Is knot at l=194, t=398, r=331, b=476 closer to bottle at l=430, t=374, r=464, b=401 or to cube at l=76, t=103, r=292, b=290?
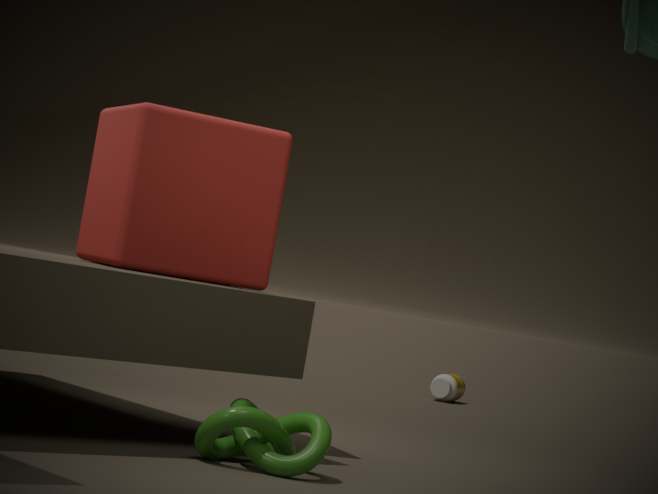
cube at l=76, t=103, r=292, b=290
